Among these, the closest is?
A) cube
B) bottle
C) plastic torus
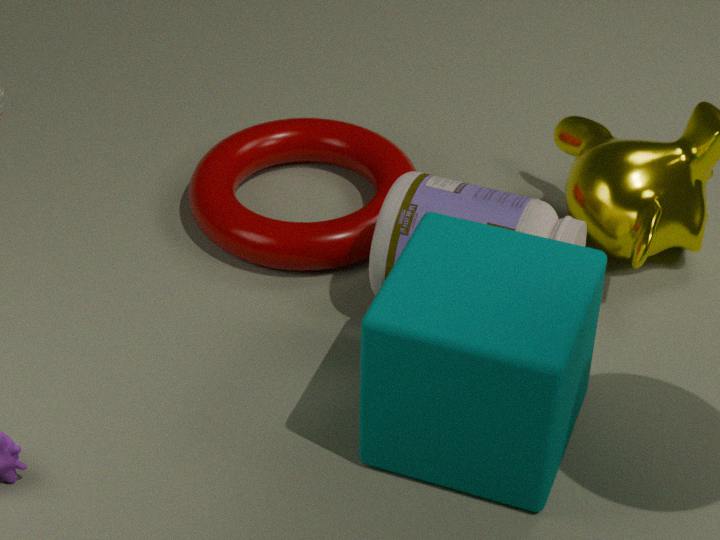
cube
